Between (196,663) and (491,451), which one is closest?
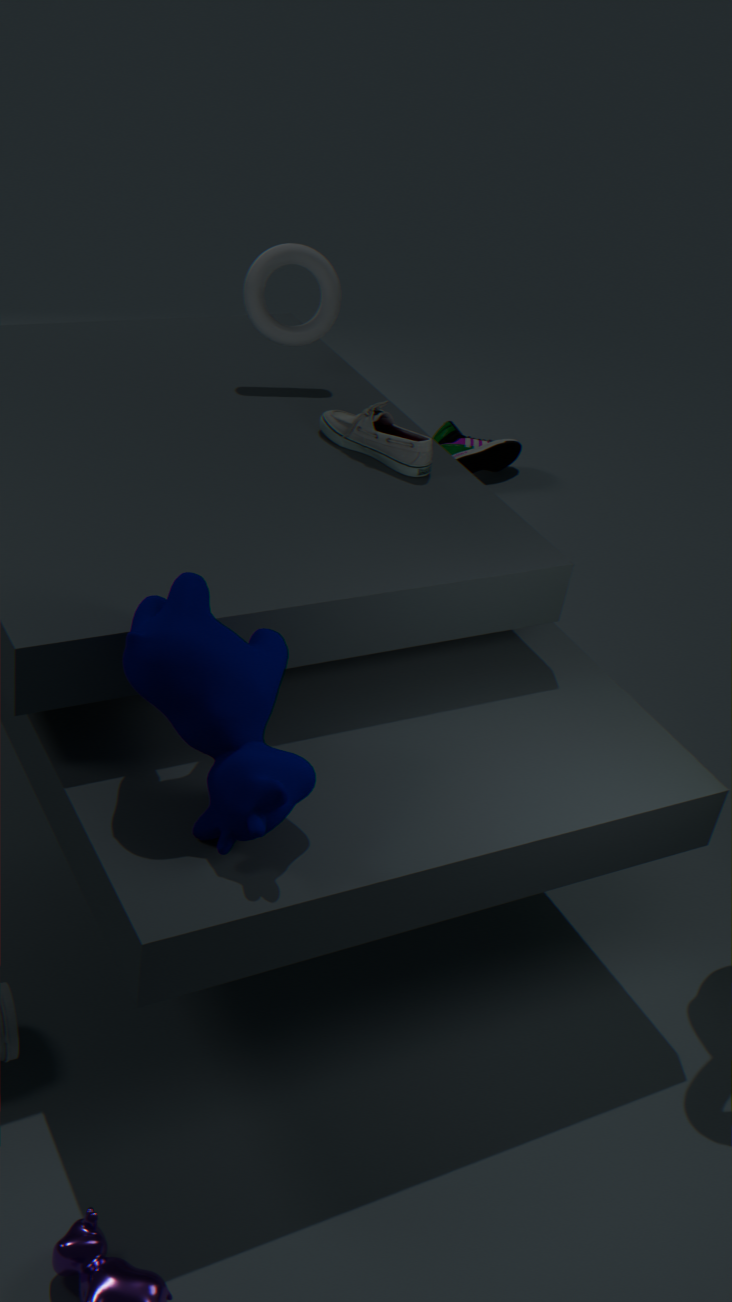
(196,663)
